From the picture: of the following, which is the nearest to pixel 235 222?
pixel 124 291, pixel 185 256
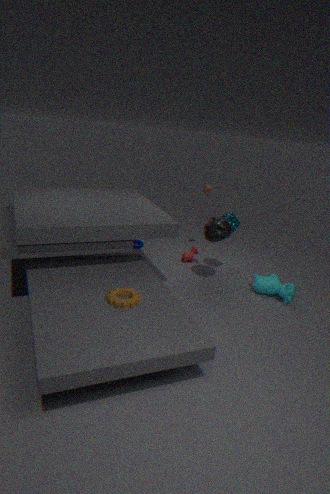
pixel 185 256
